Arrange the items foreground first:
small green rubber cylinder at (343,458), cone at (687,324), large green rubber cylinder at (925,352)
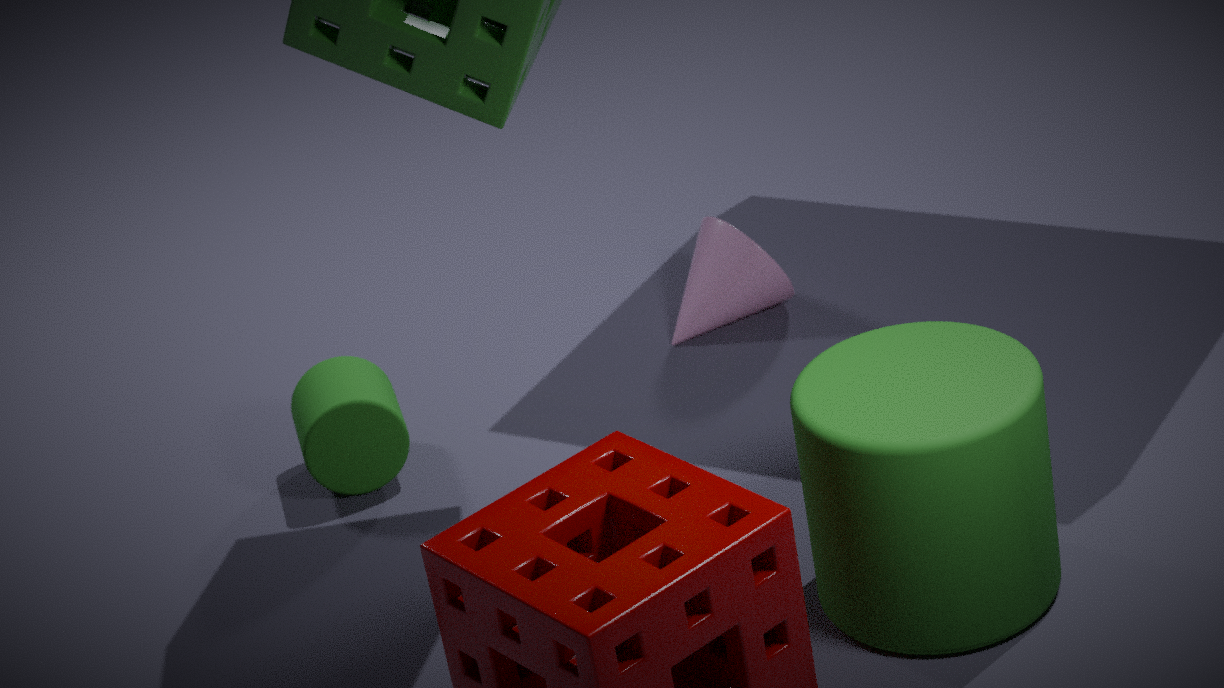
large green rubber cylinder at (925,352) < small green rubber cylinder at (343,458) < cone at (687,324)
